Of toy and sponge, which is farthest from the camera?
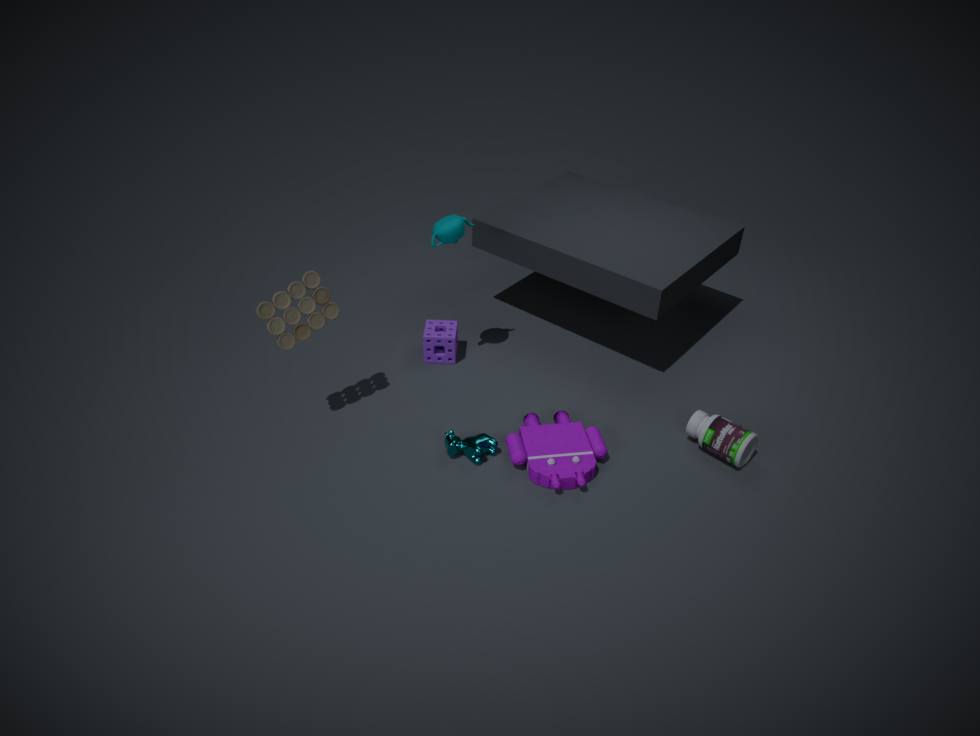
sponge
